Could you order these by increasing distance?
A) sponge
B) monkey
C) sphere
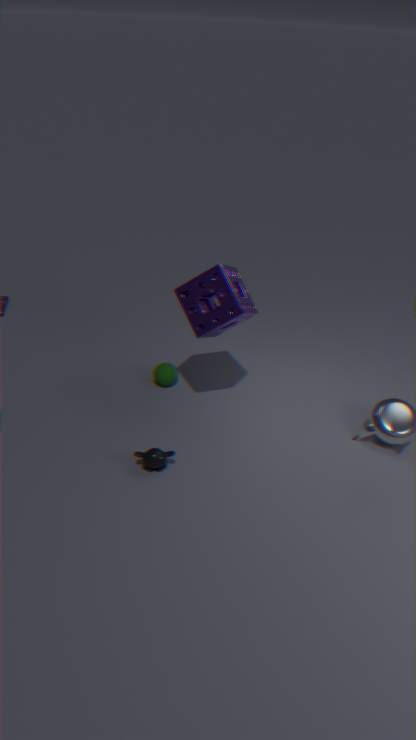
monkey, sponge, sphere
